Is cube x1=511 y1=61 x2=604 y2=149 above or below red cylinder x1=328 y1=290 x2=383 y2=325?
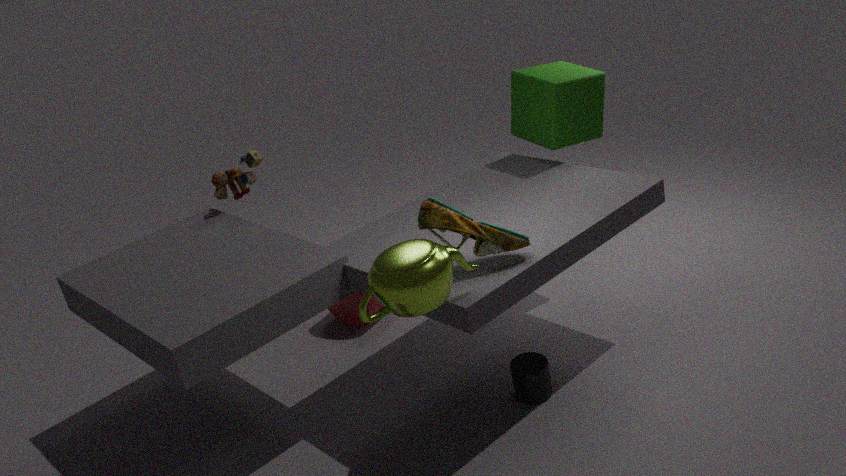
Result: above
